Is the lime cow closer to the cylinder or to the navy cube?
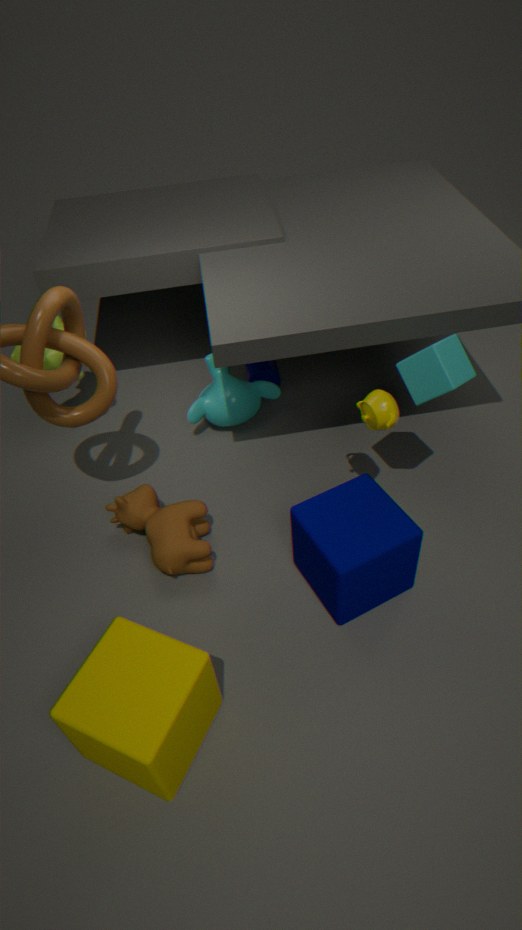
the cylinder
